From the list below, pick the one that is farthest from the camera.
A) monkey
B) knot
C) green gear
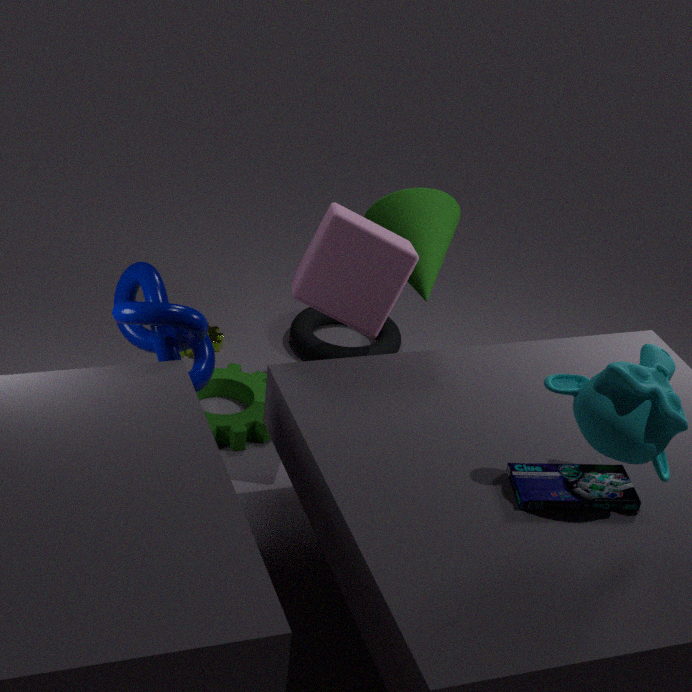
green gear
